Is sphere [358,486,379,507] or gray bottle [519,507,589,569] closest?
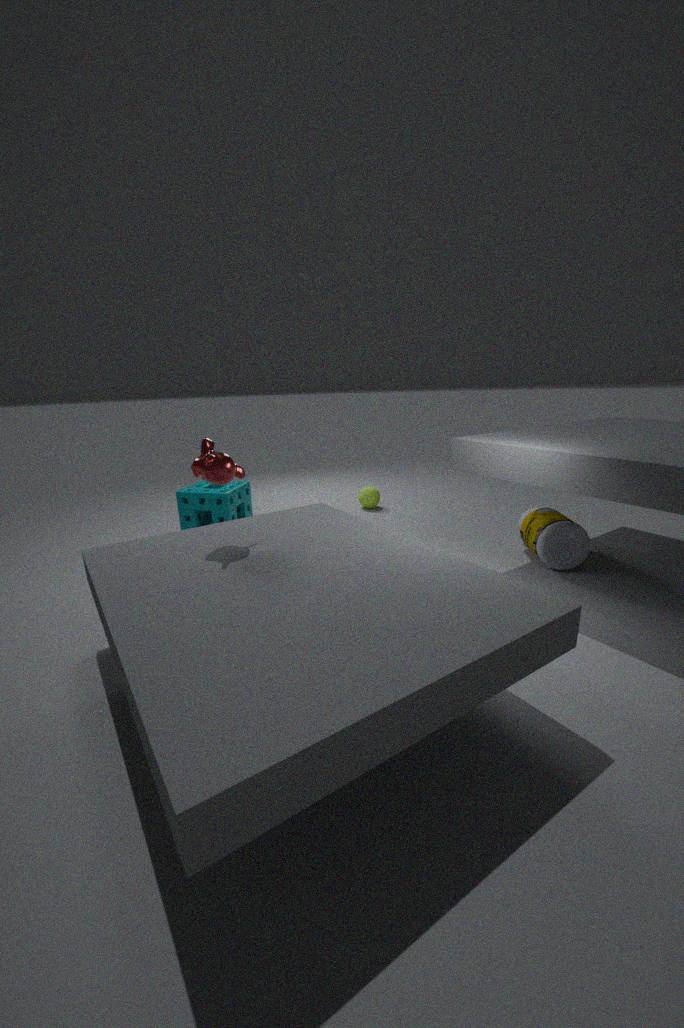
gray bottle [519,507,589,569]
